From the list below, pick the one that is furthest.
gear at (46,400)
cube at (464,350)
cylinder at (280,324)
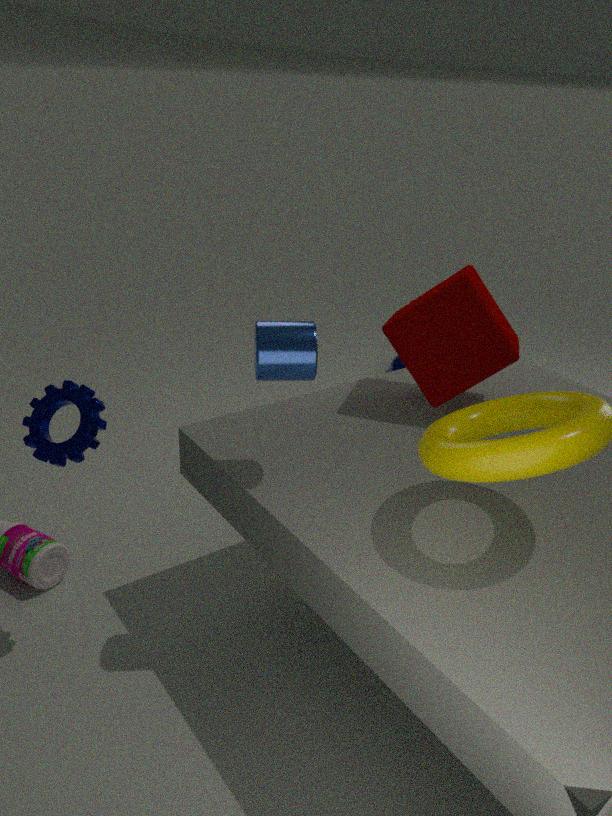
cube at (464,350)
